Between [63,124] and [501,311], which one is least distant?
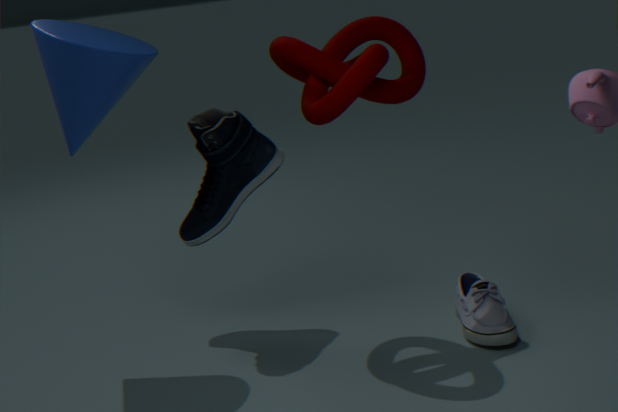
[501,311]
